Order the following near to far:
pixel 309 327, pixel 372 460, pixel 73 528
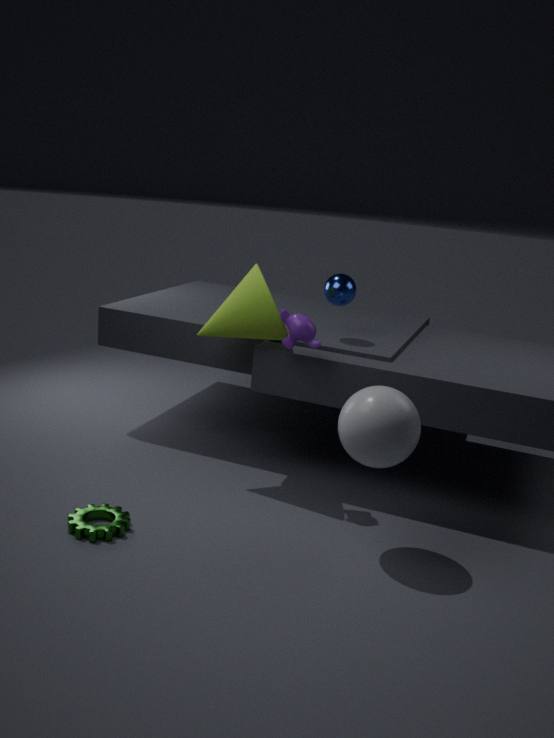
pixel 372 460 < pixel 73 528 < pixel 309 327
